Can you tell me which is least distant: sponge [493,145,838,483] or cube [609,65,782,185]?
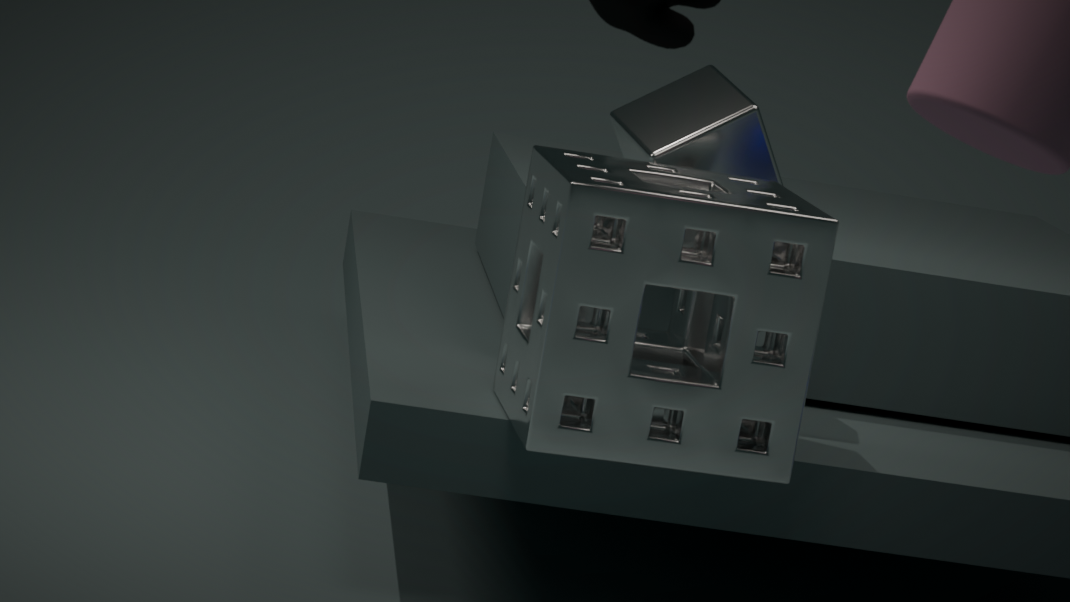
sponge [493,145,838,483]
